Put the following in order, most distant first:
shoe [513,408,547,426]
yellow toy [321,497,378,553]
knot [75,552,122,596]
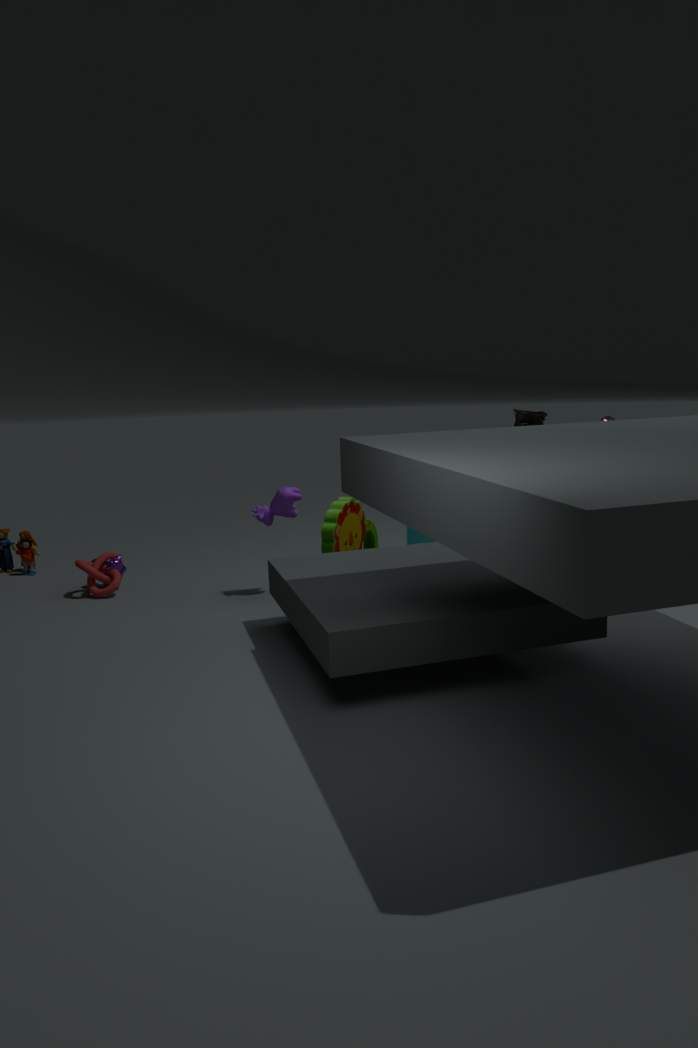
knot [75,552,122,596]
shoe [513,408,547,426]
yellow toy [321,497,378,553]
